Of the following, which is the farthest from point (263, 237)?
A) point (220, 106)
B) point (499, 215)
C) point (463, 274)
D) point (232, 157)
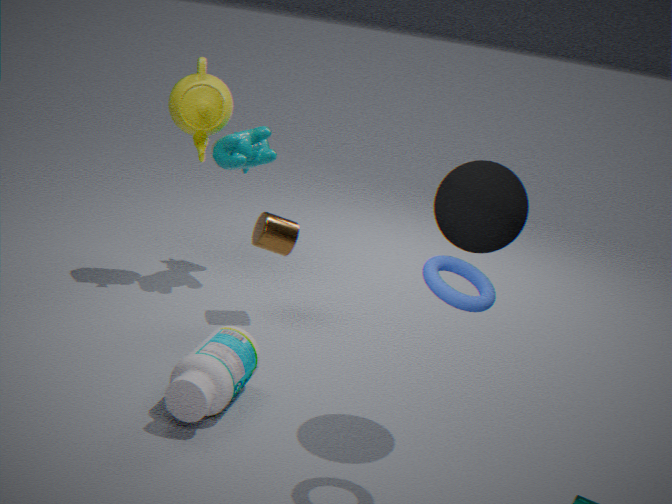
point (463, 274)
